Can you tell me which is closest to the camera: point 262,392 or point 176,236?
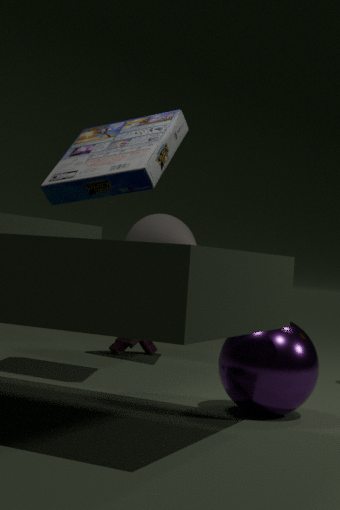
point 262,392
